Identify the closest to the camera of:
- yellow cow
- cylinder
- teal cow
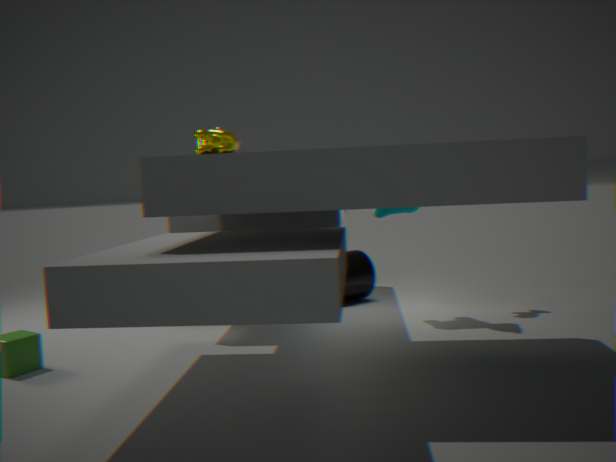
yellow cow
